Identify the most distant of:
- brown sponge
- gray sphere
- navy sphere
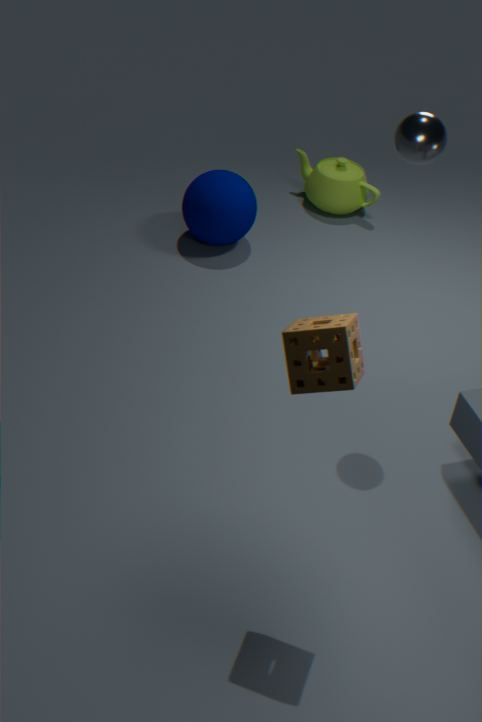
navy sphere
